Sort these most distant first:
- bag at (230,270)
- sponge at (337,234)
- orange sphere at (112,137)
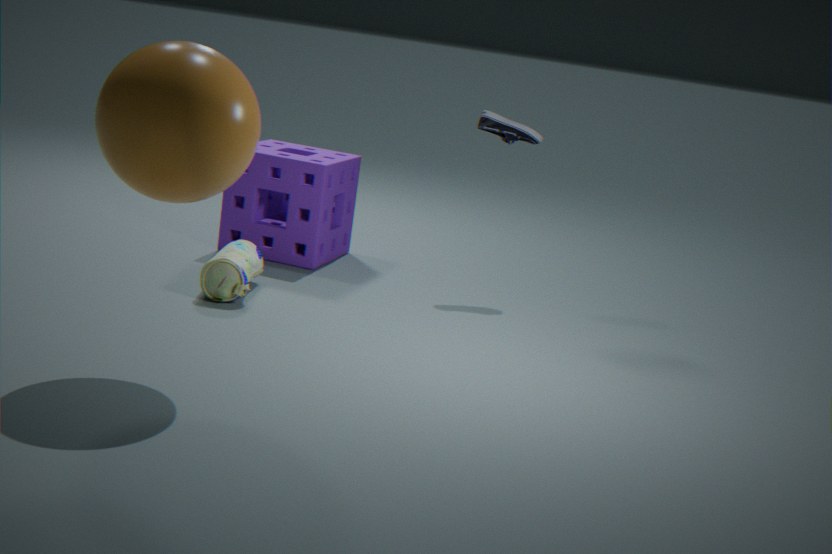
sponge at (337,234) < bag at (230,270) < orange sphere at (112,137)
